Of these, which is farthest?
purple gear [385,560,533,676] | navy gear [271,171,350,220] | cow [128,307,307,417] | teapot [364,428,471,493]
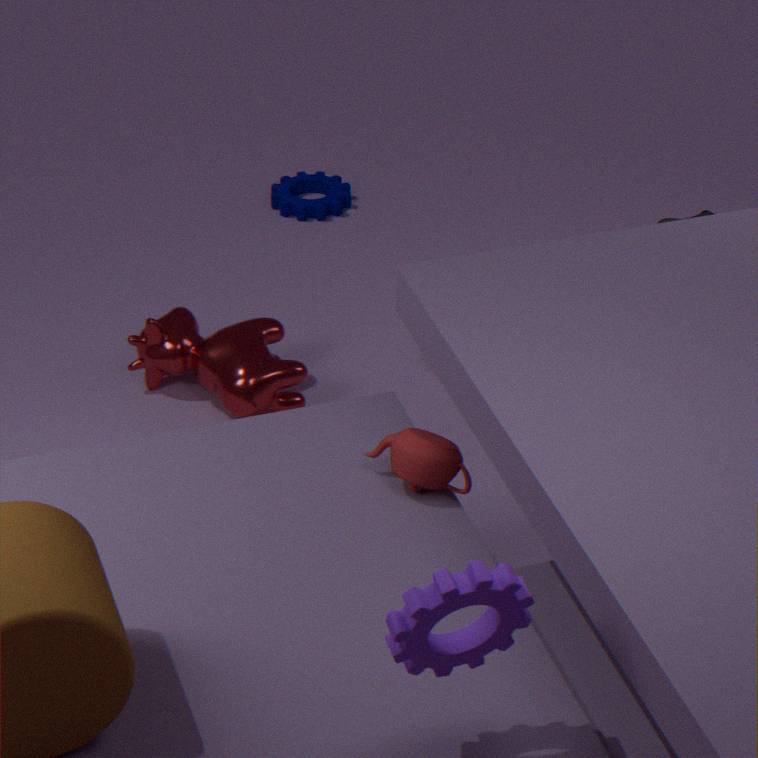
navy gear [271,171,350,220]
